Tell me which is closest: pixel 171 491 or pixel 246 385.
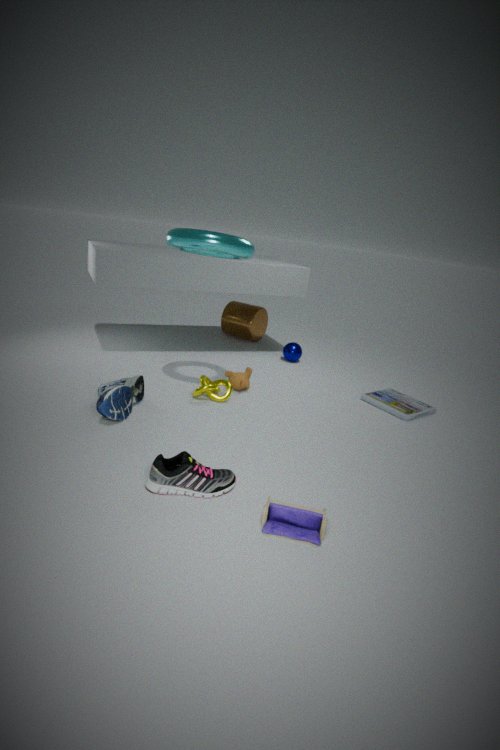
pixel 171 491
